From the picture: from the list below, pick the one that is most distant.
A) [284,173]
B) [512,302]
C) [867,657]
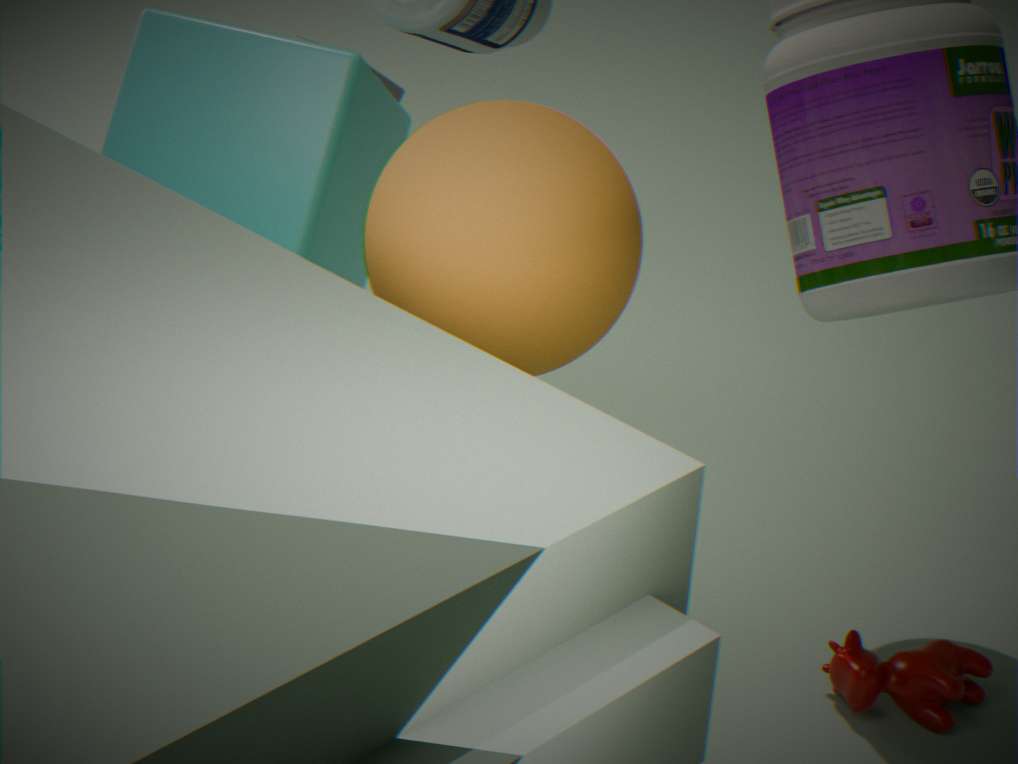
[867,657]
